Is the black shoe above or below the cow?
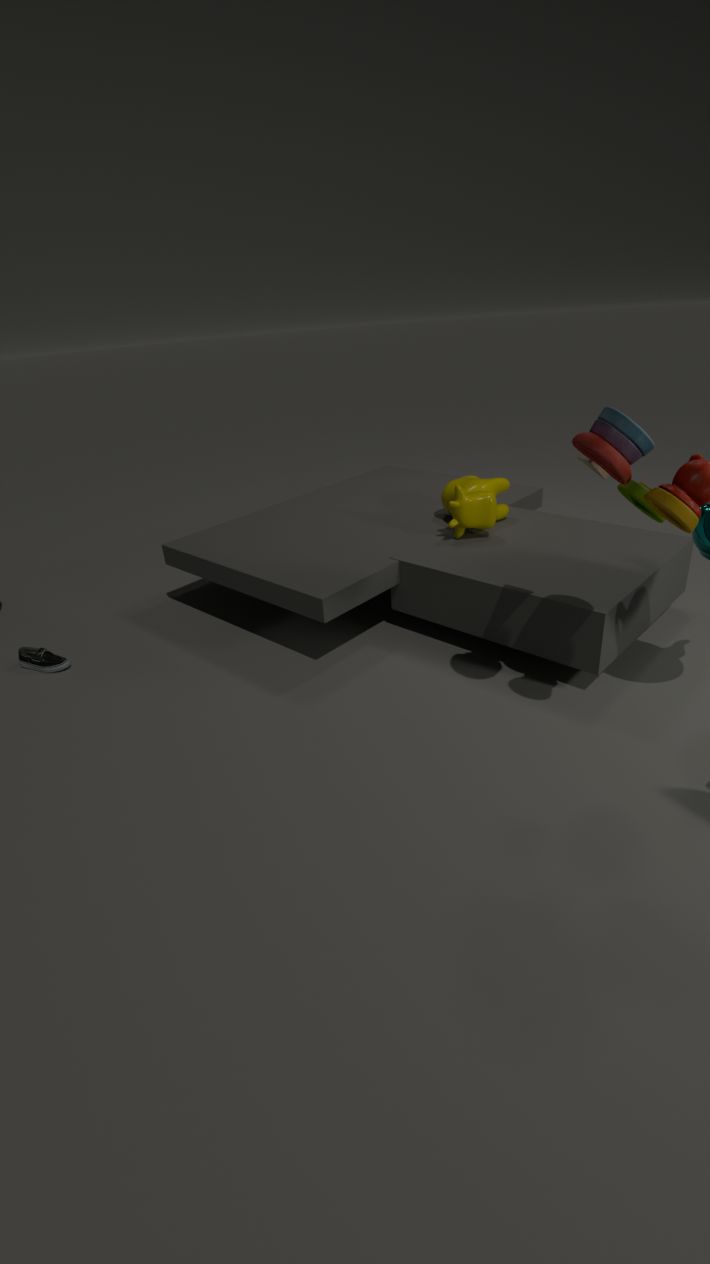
below
